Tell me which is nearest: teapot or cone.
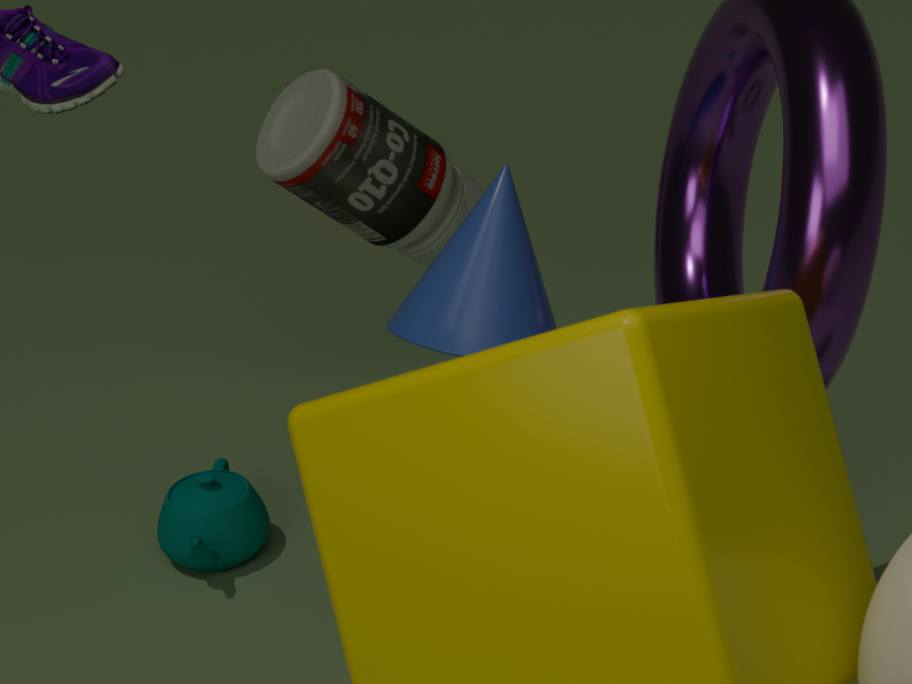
cone
